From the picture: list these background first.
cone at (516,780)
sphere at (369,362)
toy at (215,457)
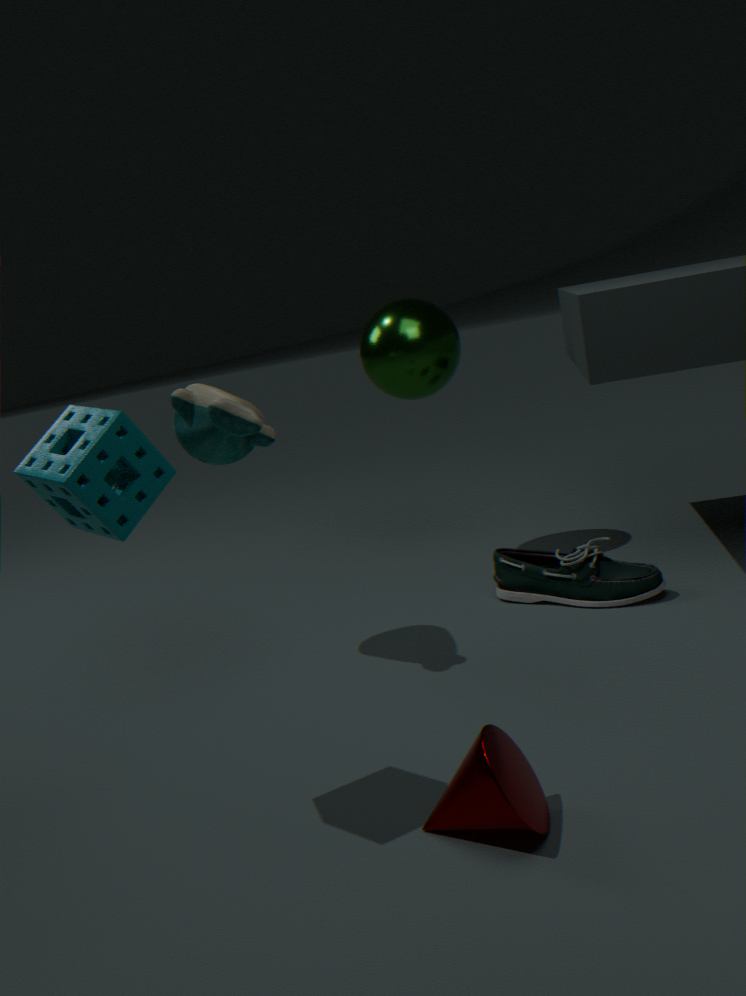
sphere at (369,362), toy at (215,457), cone at (516,780)
